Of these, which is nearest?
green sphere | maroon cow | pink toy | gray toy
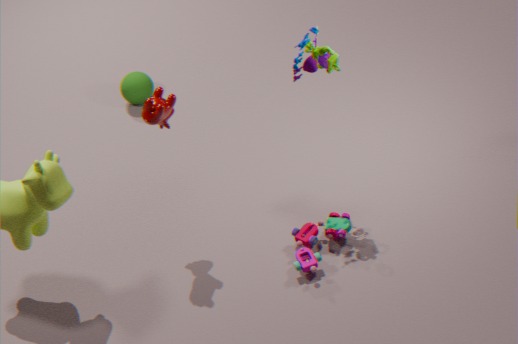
maroon cow
